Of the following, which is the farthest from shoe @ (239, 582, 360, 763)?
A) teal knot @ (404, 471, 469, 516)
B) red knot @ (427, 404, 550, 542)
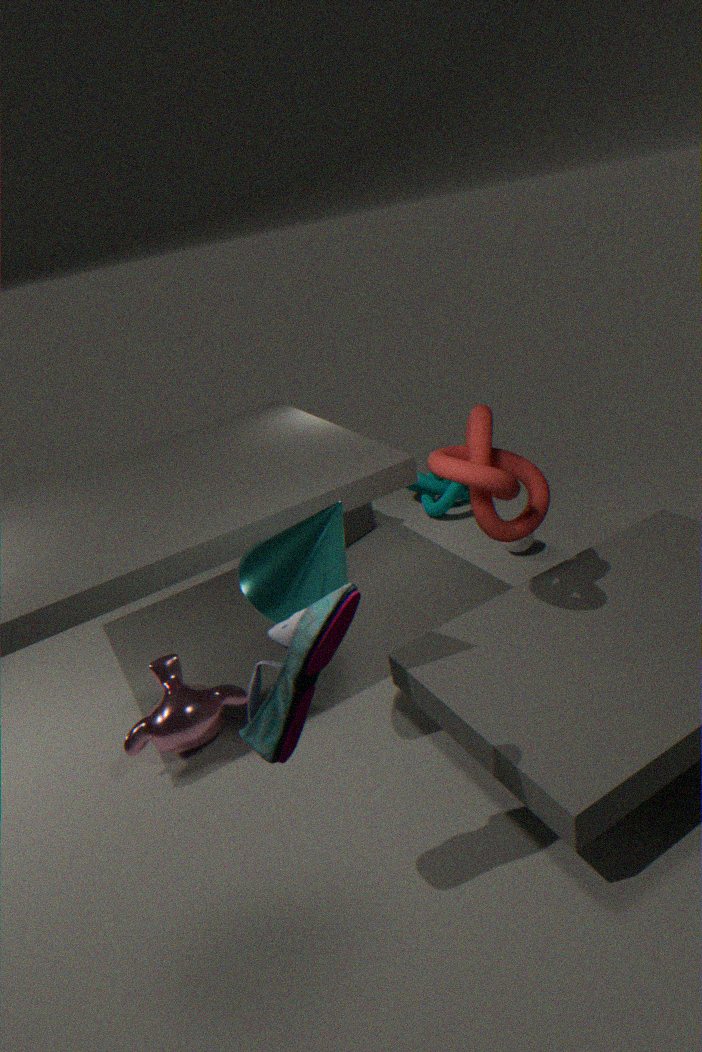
teal knot @ (404, 471, 469, 516)
